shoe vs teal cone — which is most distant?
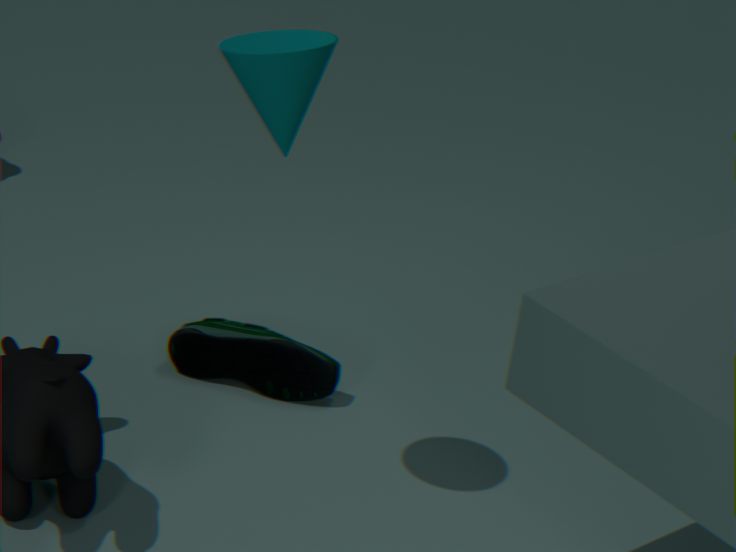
shoe
